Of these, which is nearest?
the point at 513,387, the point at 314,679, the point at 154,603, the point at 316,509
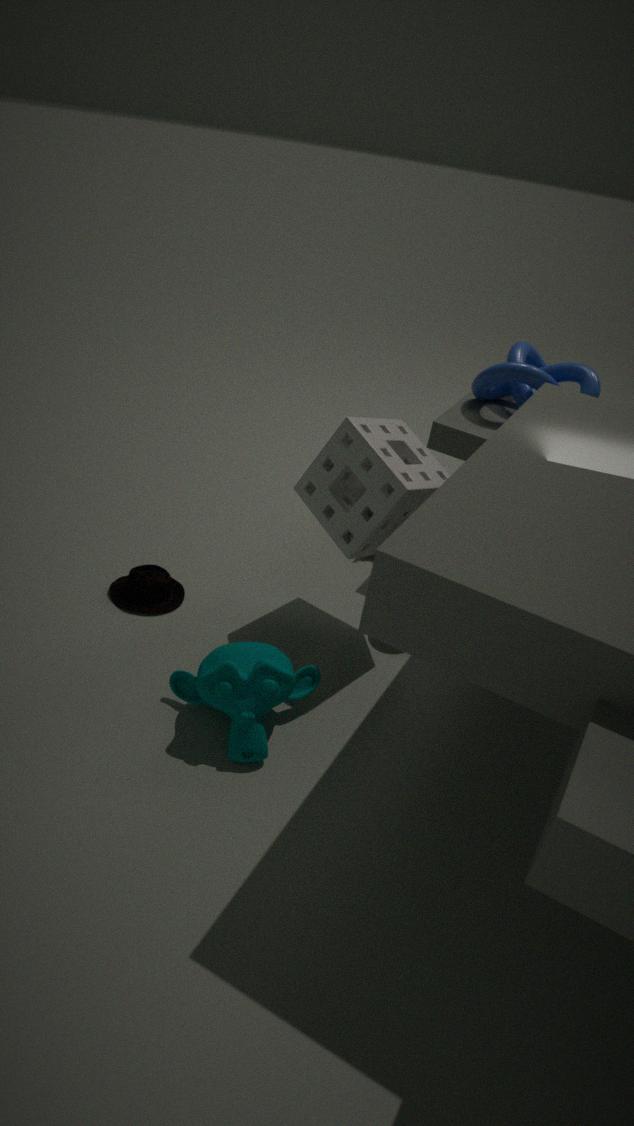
the point at 314,679
